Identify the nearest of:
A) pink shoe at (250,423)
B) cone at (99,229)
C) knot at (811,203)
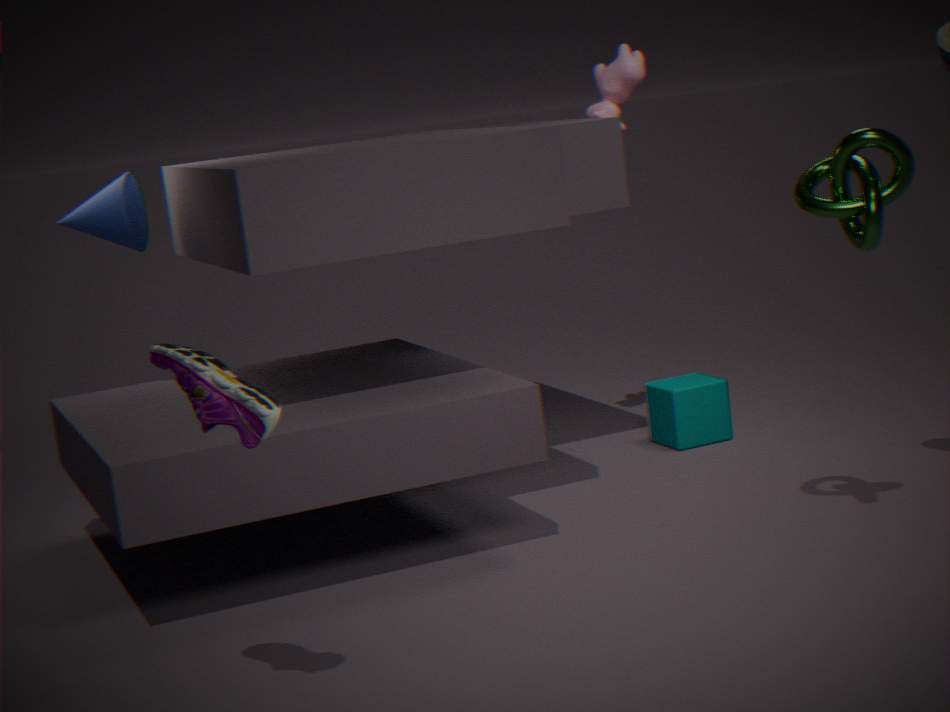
pink shoe at (250,423)
